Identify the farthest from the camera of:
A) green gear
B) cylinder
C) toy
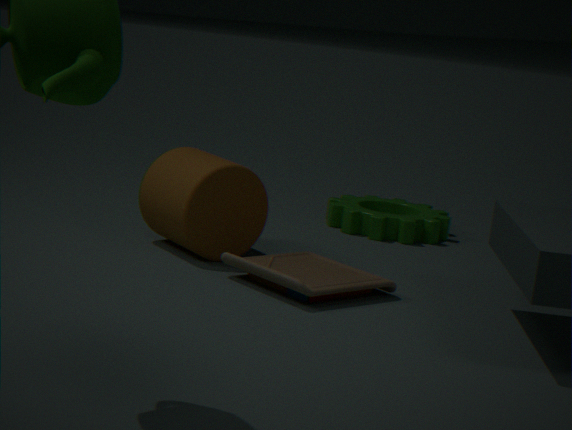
A. green gear
